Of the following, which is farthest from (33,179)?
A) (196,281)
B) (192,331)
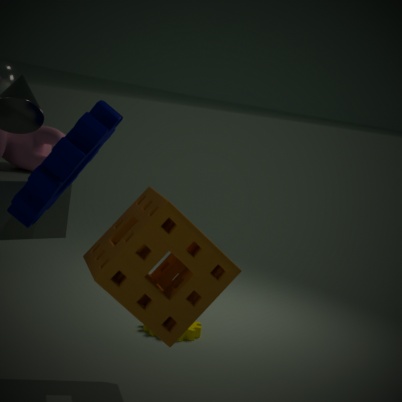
(192,331)
